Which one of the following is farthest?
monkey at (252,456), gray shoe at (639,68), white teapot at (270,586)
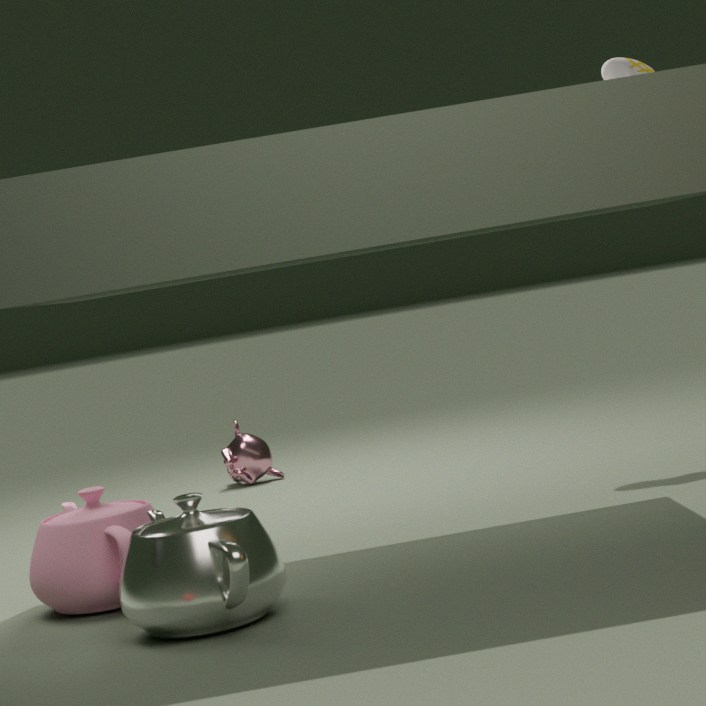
monkey at (252,456)
